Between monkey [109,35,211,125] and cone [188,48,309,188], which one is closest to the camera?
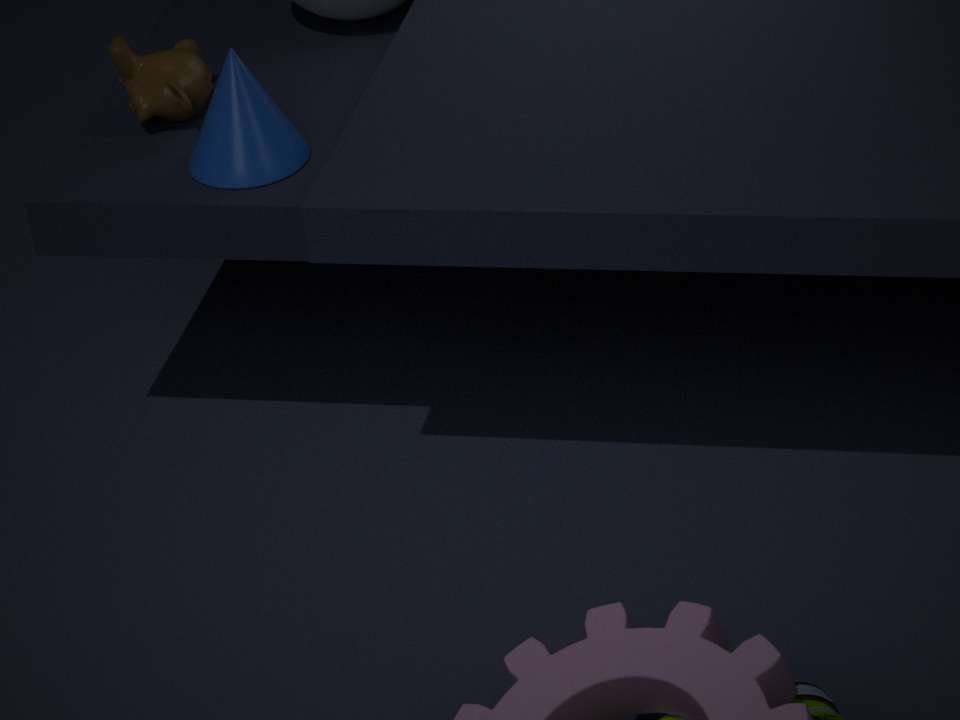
cone [188,48,309,188]
